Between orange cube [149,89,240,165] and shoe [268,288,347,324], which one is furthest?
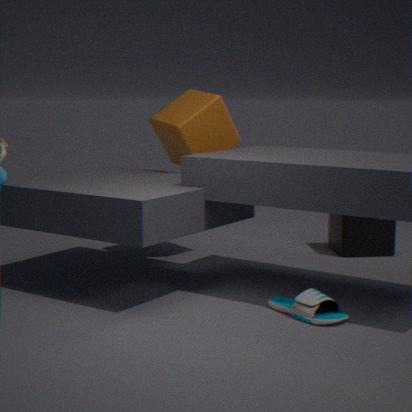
orange cube [149,89,240,165]
